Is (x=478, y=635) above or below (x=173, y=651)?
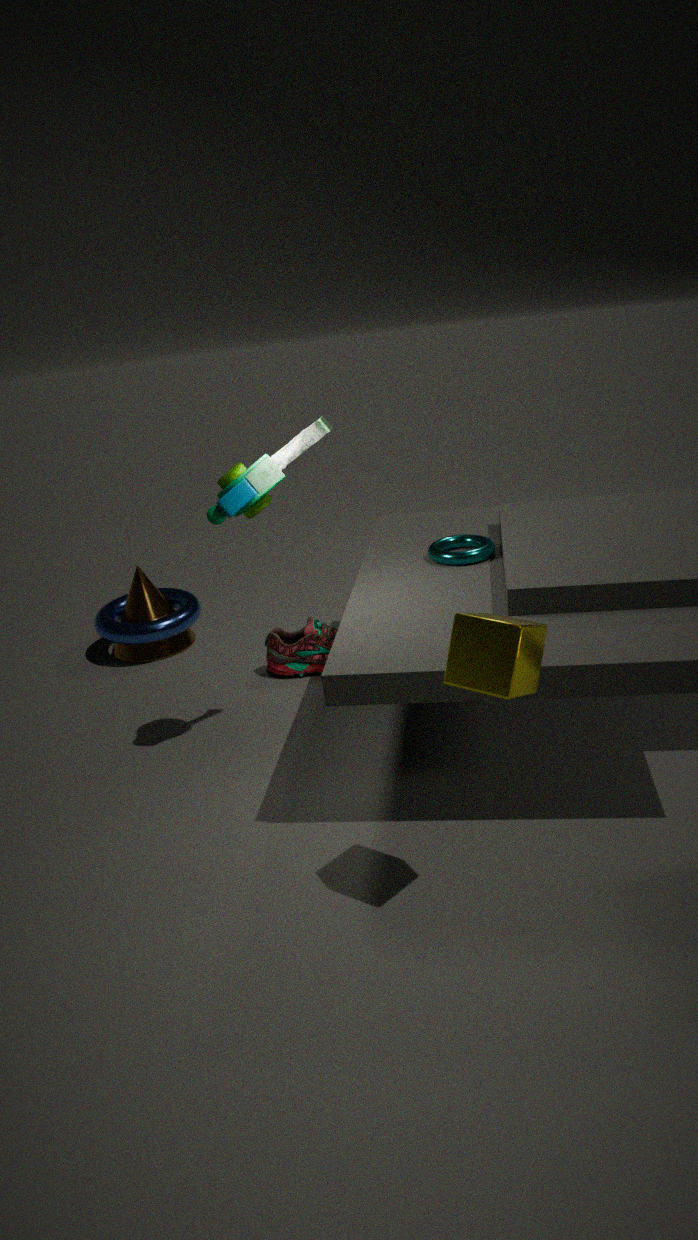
above
